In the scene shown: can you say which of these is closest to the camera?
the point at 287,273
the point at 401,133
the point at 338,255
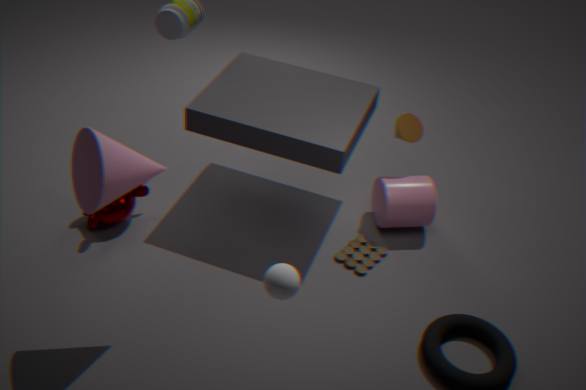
the point at 287,273
